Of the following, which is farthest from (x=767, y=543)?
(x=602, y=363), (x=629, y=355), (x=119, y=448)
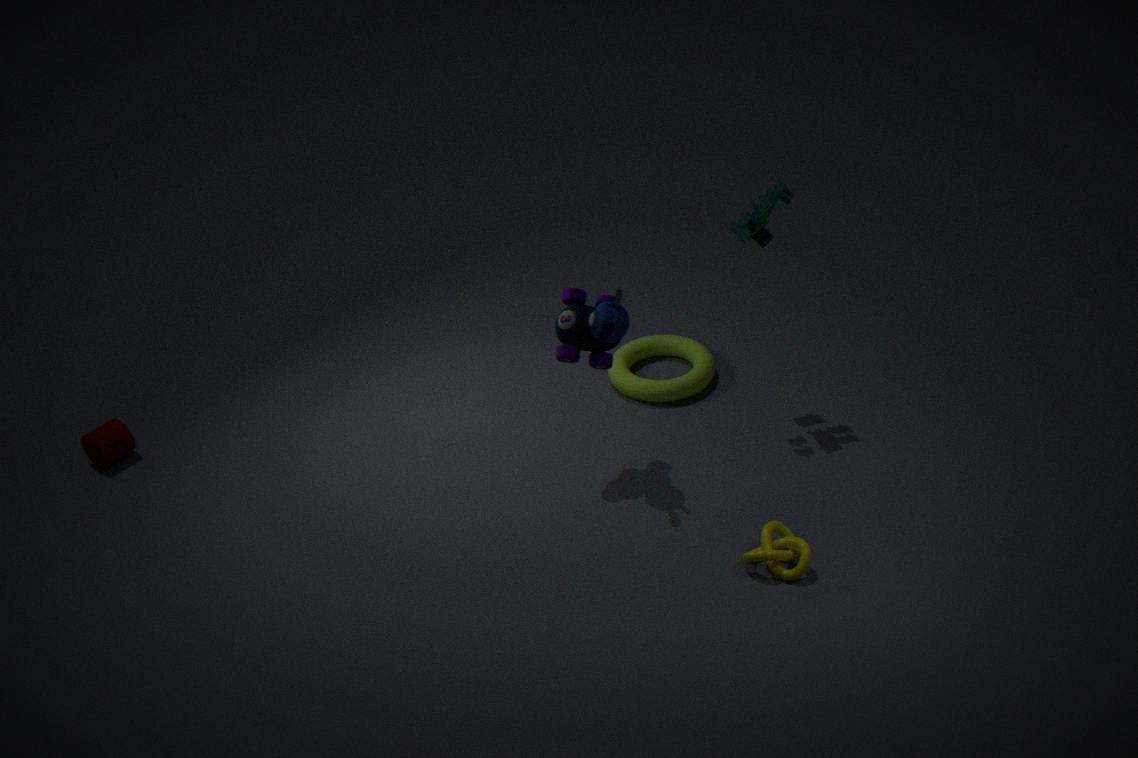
(x=119, y=448)
